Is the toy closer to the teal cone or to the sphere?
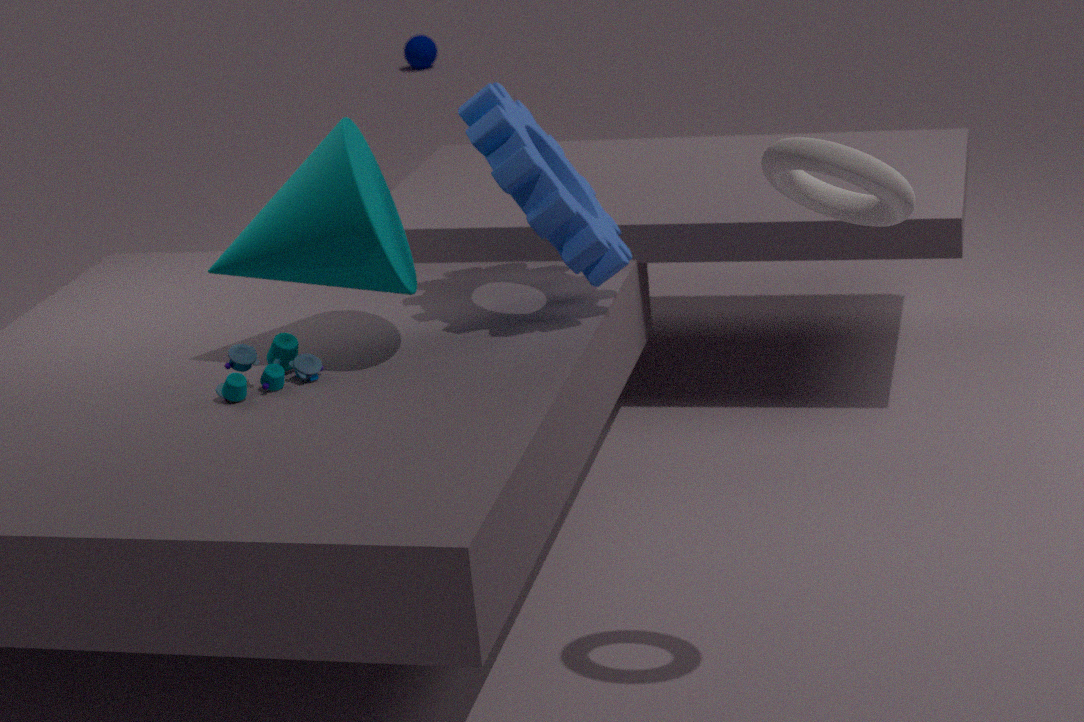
the teal cone
